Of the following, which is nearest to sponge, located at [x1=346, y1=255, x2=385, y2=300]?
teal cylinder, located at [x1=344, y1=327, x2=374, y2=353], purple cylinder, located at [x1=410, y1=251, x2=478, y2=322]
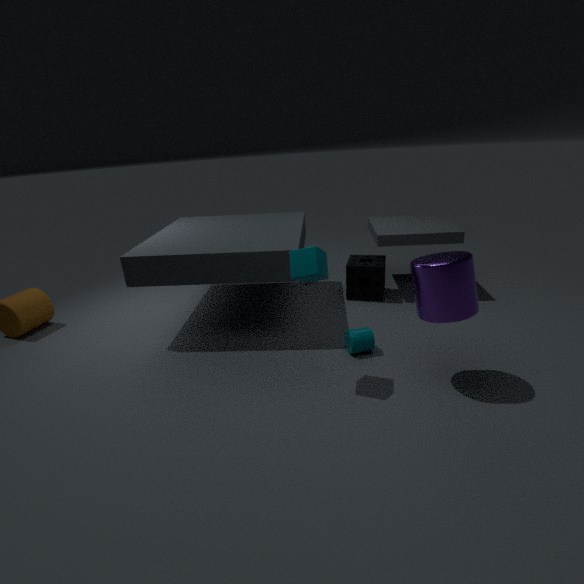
teal cylinder, located at [x1=344, y1=327, x2=374, y2=353]
